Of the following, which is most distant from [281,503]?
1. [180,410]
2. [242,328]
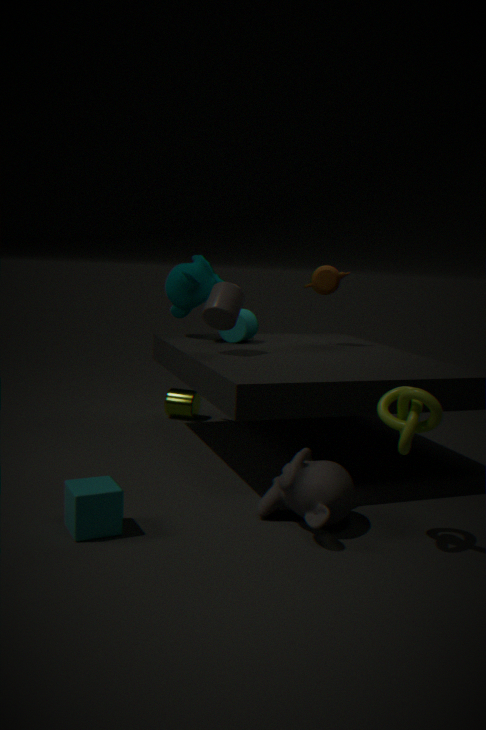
[180,410]
